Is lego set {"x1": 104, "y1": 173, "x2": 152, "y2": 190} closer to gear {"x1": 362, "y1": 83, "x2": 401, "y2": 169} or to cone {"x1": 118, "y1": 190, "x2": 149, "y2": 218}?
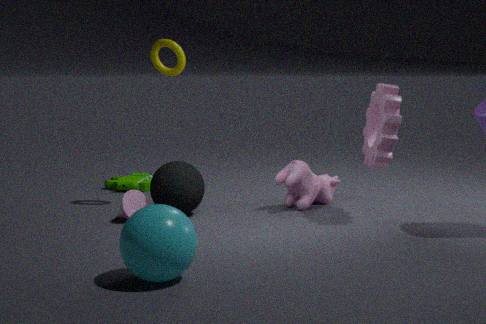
cone {"x1": 118, "y1": 190, "x2": 149, "y2": 218}
